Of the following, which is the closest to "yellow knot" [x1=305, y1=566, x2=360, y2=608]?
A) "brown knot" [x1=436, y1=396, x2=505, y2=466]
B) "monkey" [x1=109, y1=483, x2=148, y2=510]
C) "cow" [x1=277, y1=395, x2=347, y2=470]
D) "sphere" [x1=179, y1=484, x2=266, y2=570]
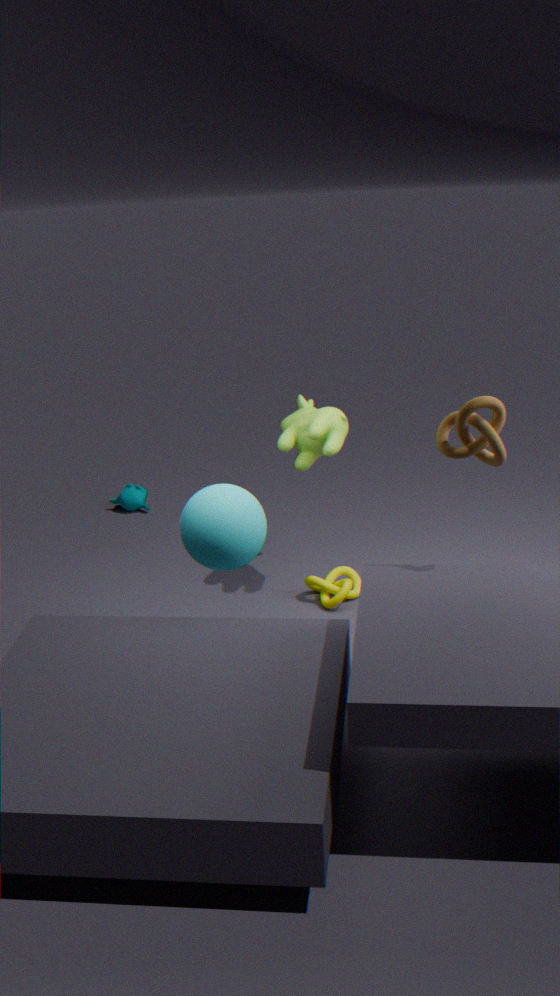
"cow" [x1=277, y1=395, x2=347, y2=470]
